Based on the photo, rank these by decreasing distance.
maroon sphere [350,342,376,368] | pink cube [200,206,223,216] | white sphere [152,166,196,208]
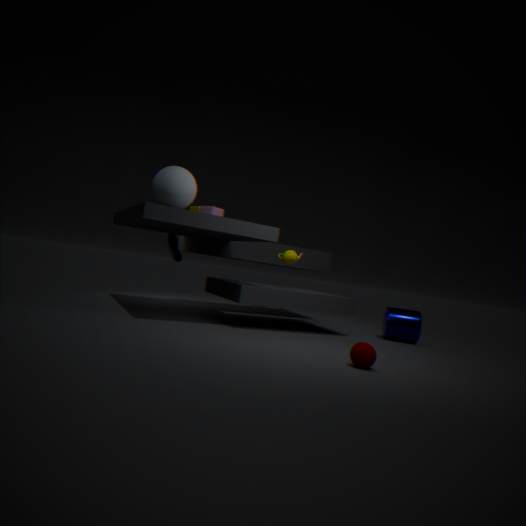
pink cube [200,206,223,216]
white sphere [152,166,196,208]
maroon sphere [350,342,376,368]
